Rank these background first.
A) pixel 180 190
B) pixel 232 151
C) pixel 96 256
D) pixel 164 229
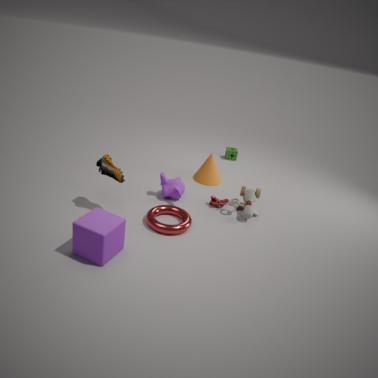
pixel 232 151 → pixel 180 190 → pixel 164 229 → pixel 96 256
